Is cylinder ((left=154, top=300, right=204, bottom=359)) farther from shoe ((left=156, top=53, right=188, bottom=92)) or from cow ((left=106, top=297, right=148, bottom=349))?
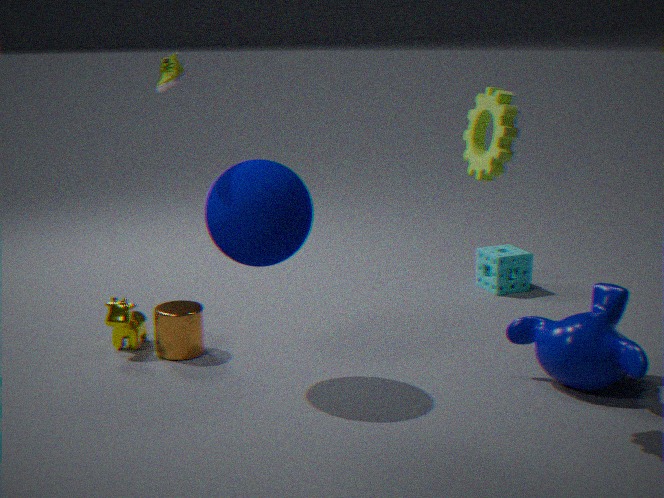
shoe ((left=156, top=53, right=188, bottom=92))
